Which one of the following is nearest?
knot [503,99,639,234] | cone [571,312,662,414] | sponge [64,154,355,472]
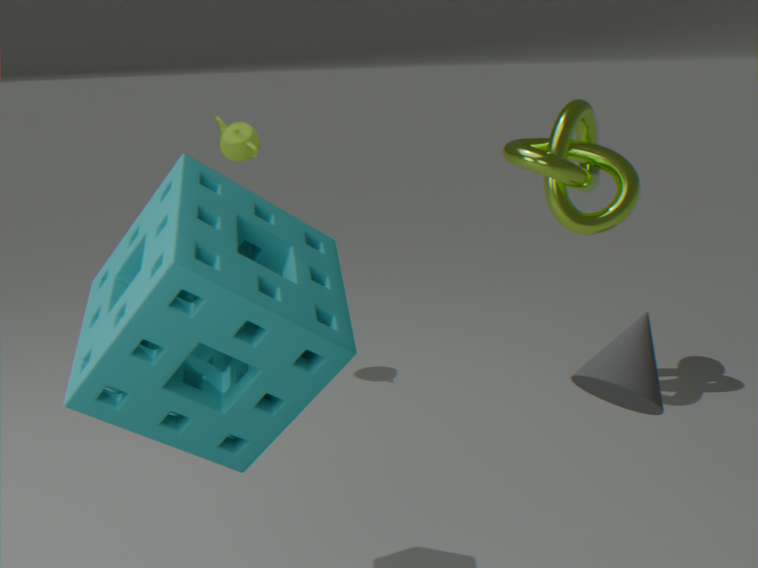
sponge [64,154,355,472]
